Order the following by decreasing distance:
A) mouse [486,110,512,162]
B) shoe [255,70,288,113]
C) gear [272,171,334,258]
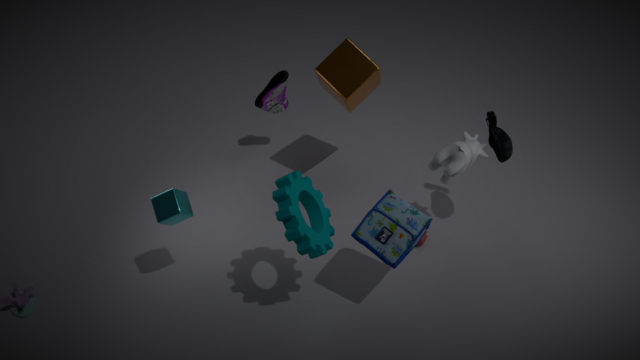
shoe [255,70,288,113] → mouse [486,110,512,162] → gear [272,171,334,258]
